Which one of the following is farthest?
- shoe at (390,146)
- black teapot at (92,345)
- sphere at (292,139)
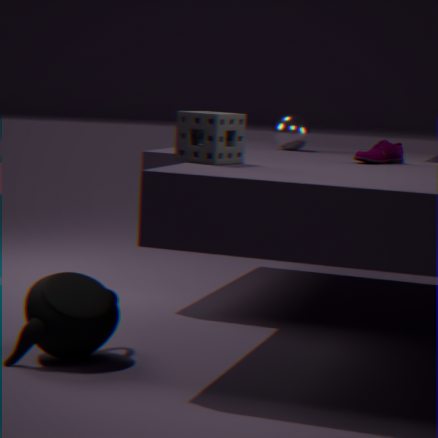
sphere at (292,139)
